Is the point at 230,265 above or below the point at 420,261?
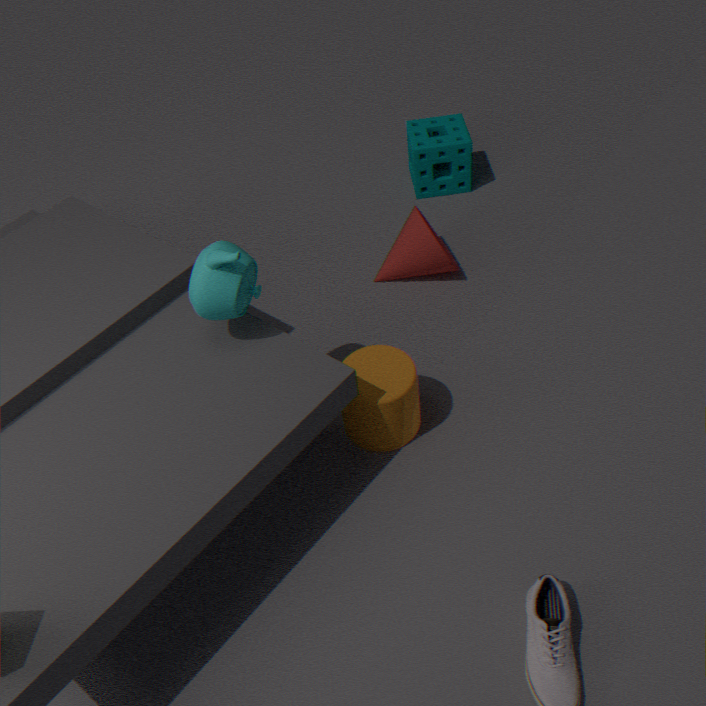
above
